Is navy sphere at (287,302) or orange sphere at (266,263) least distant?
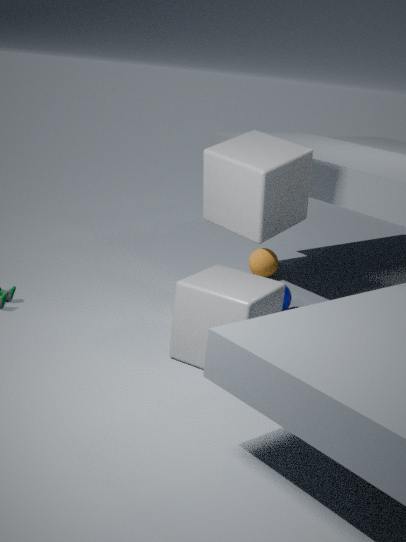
navy sphere at (287,302)
